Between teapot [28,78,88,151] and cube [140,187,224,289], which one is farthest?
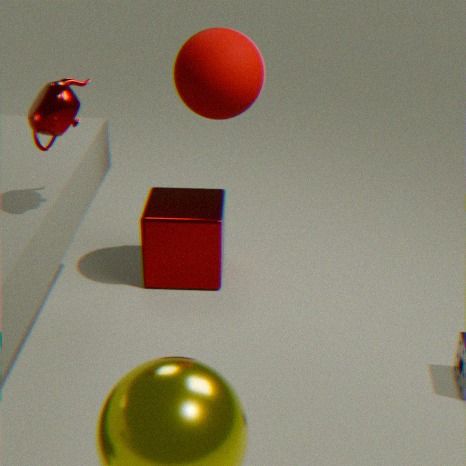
cube [140,187,224,289]
